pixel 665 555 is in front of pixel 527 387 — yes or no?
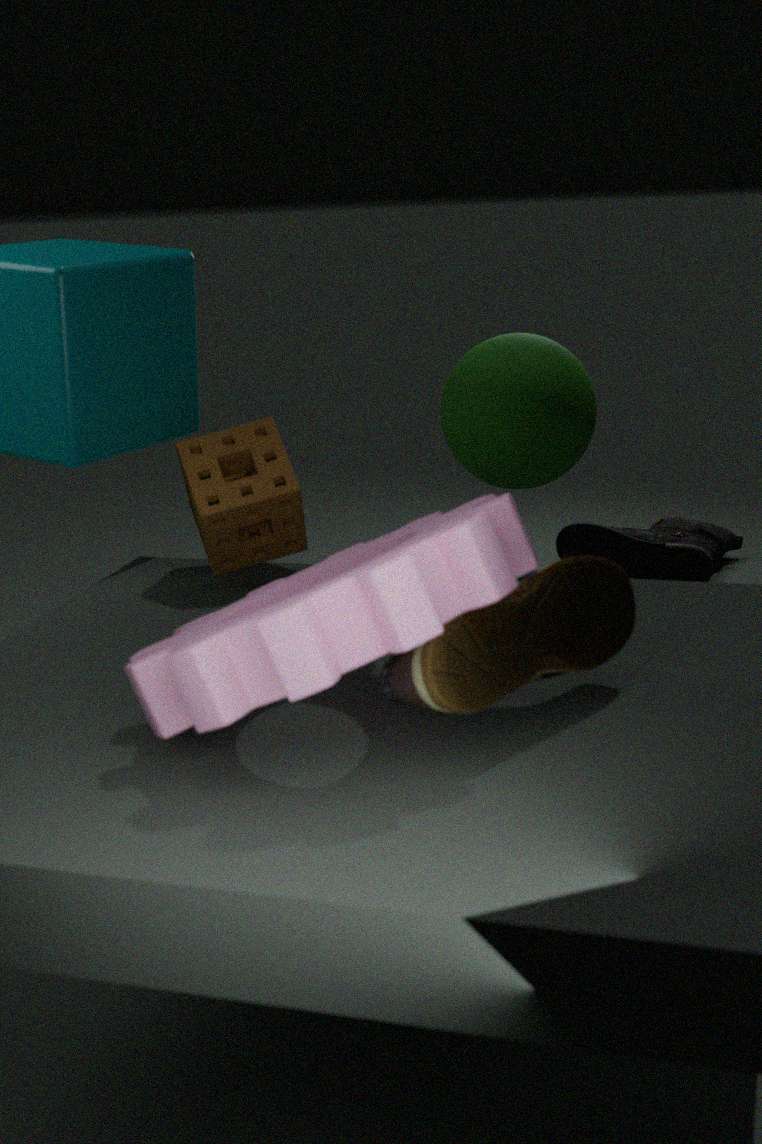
No
